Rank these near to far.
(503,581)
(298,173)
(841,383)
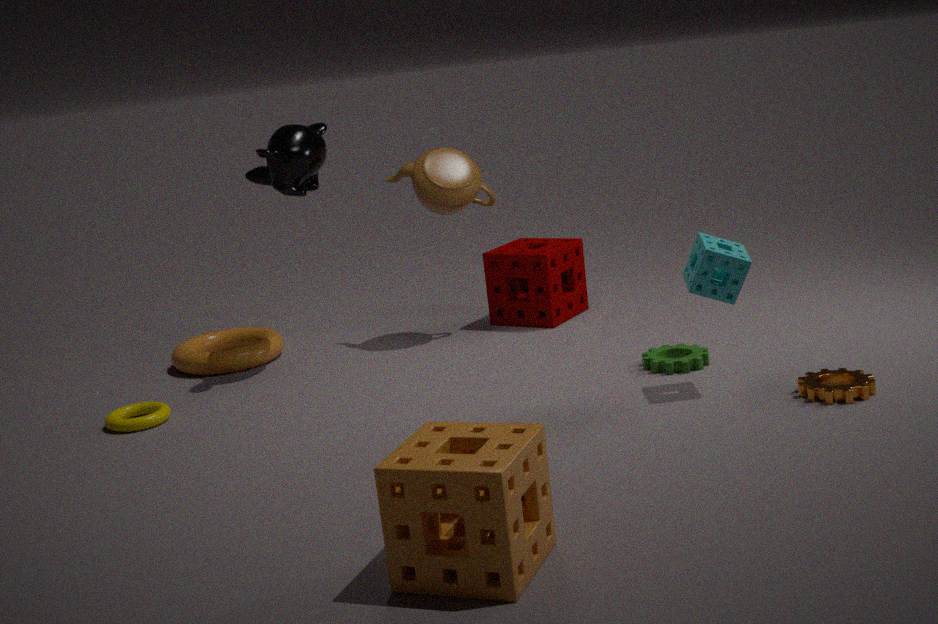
(503,581), (841,383), (298,173)
